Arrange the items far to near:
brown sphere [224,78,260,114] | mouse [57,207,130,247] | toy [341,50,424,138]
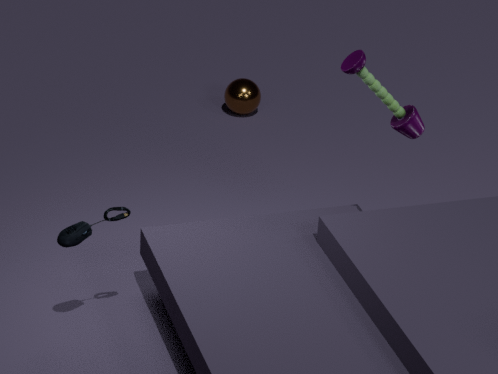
brown sphere [224,78,260,114], toy [341,50,424,138], mouse [57,207,130,247]
